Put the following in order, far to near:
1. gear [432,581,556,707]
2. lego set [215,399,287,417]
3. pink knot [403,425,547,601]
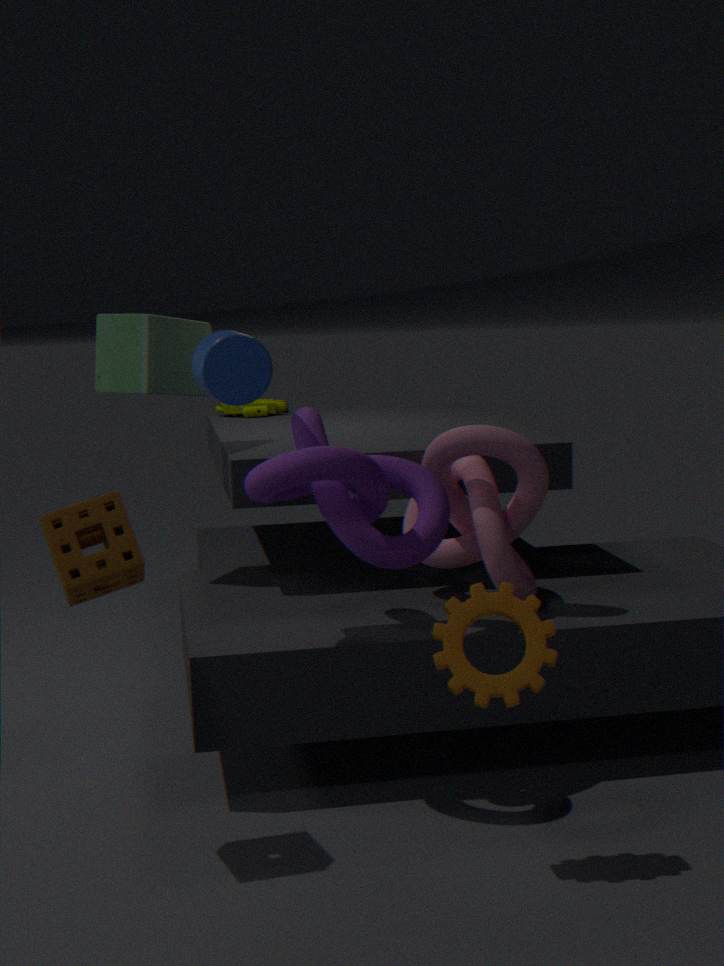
lego set [215,399,287,417], pink knot [403,425,547,601], gear [432,581,556,707]
